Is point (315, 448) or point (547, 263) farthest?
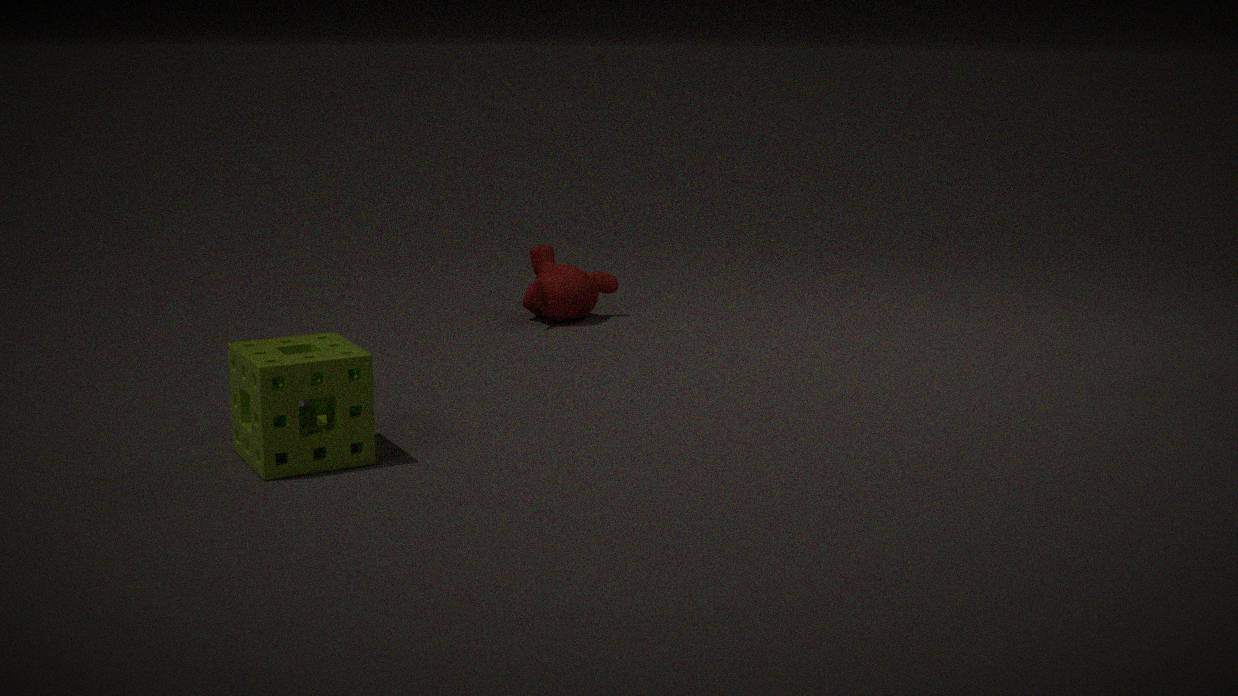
point (547, 263)
